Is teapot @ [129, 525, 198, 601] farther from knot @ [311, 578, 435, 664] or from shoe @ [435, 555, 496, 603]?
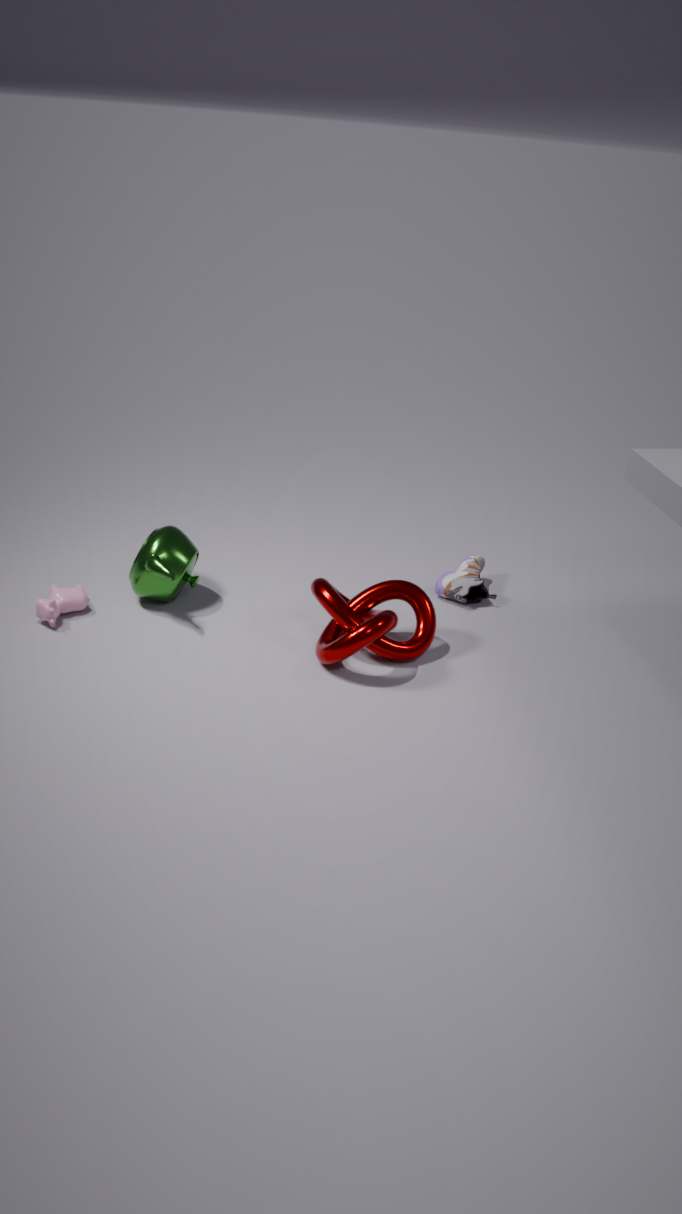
shoe @ [435, 555, 496, 603]
